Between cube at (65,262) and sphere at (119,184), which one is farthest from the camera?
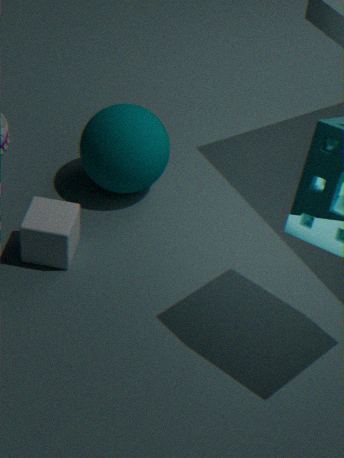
sphere at (119,184)
